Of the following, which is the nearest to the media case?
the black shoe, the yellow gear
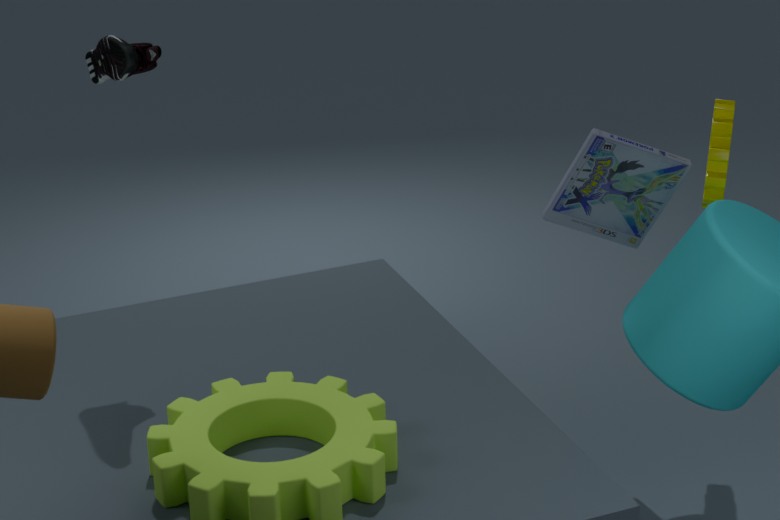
the yellow gear
